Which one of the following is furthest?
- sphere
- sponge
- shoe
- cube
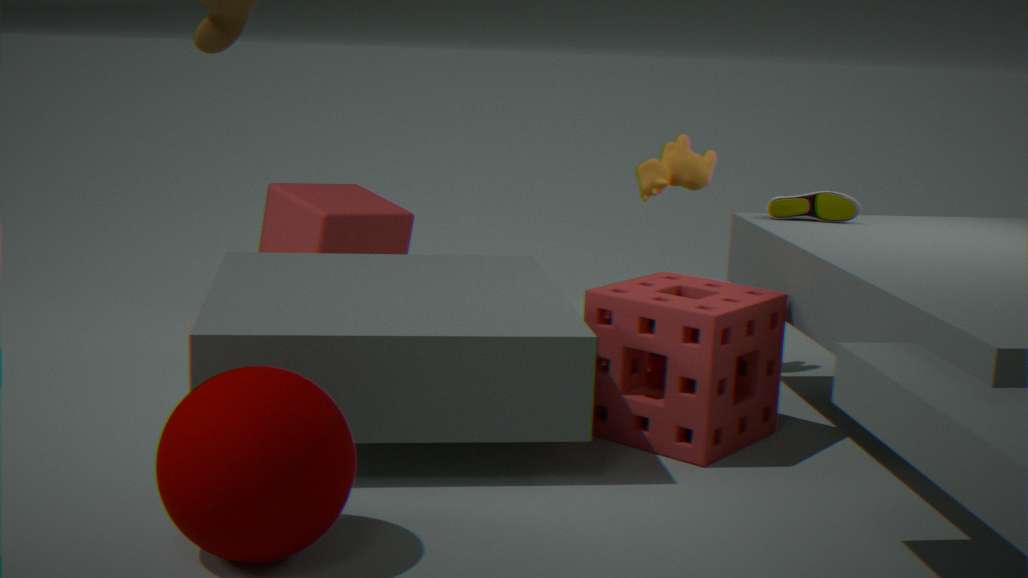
cube
